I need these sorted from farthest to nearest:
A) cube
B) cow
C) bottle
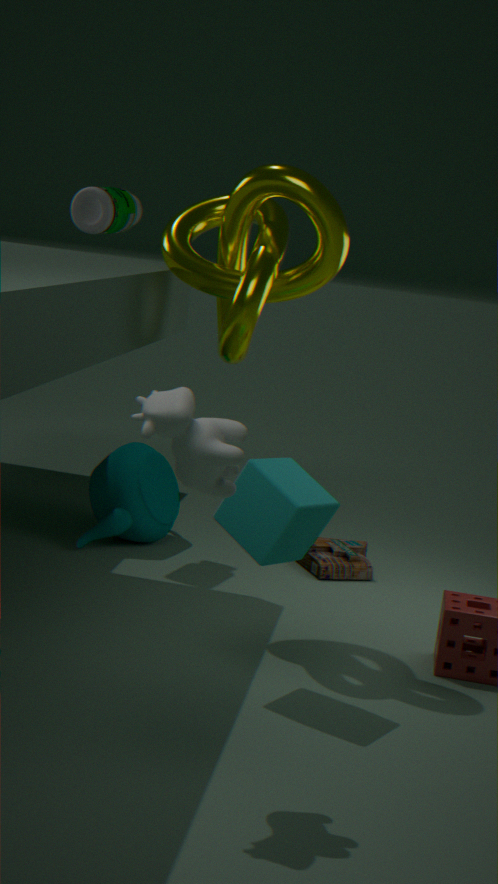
bottle → cube → cow
